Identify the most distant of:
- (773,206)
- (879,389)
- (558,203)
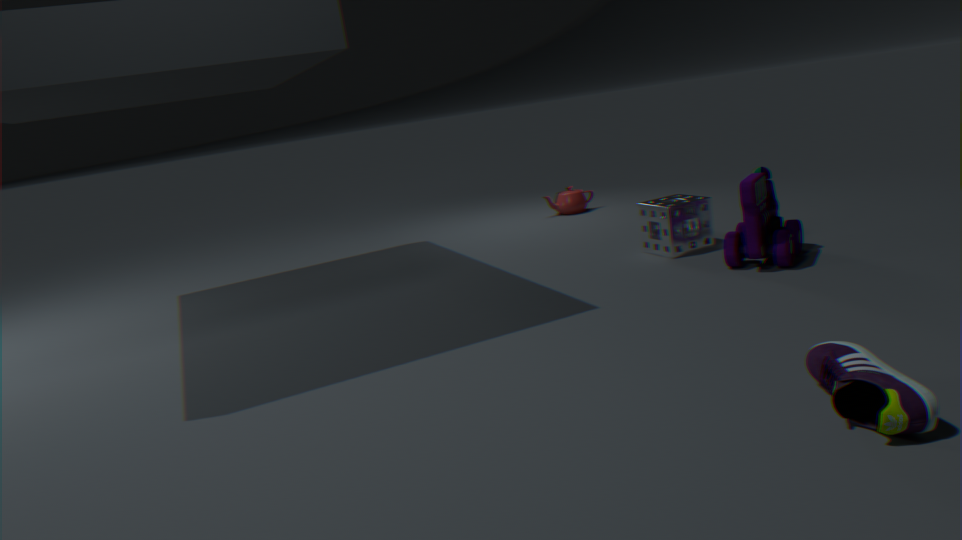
(558,203)
